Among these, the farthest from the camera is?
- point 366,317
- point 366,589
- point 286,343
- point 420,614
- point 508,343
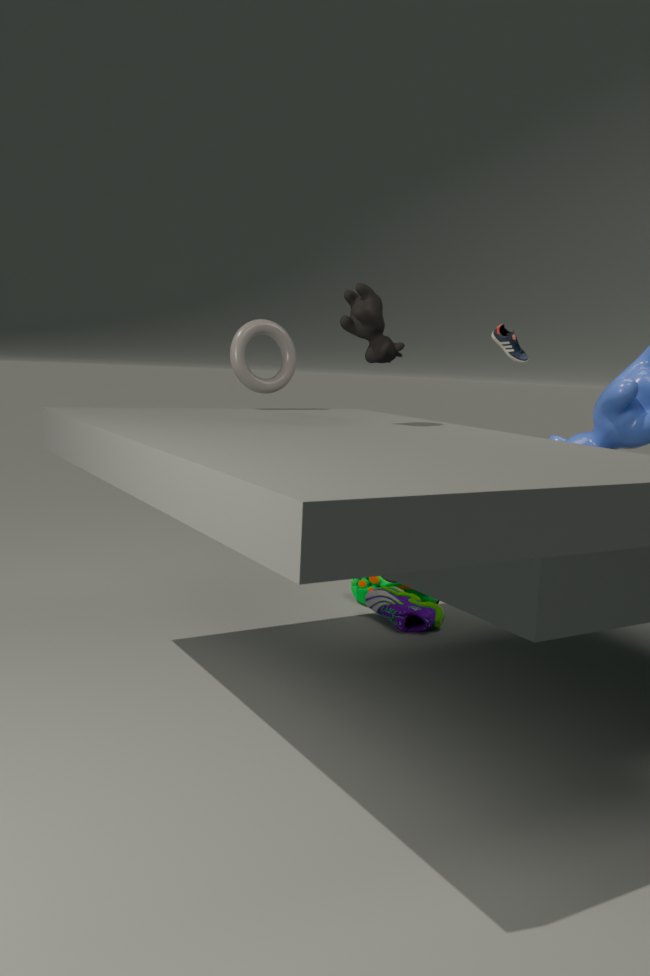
point 366,589
